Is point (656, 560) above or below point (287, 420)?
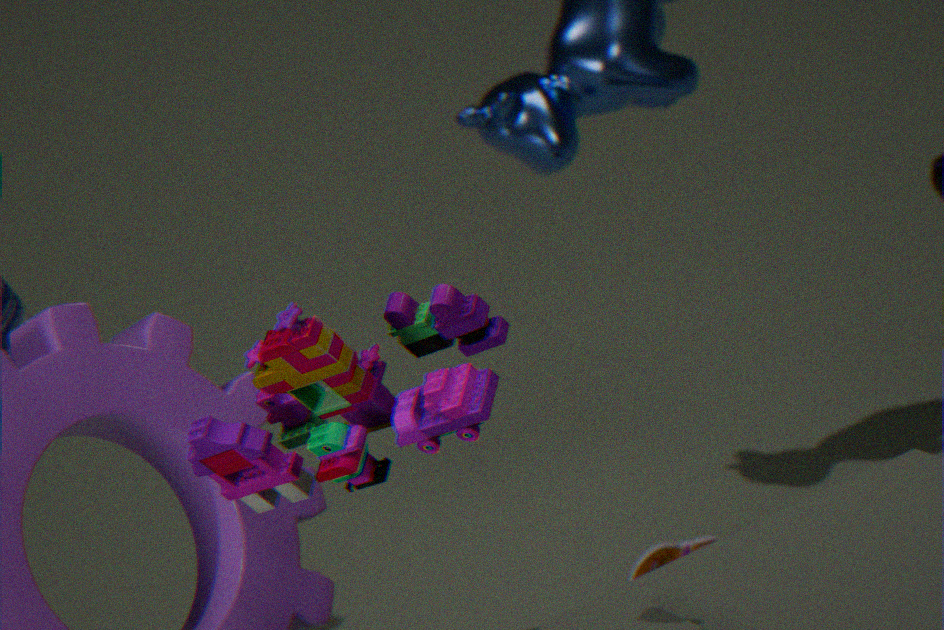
below
